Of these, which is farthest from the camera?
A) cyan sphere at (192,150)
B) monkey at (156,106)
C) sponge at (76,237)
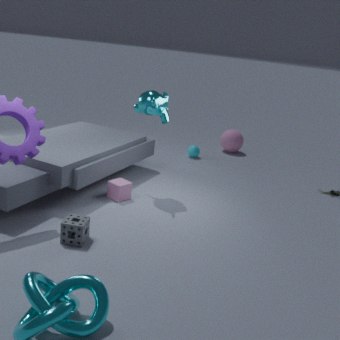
A. cyan sphere at (192,150)
